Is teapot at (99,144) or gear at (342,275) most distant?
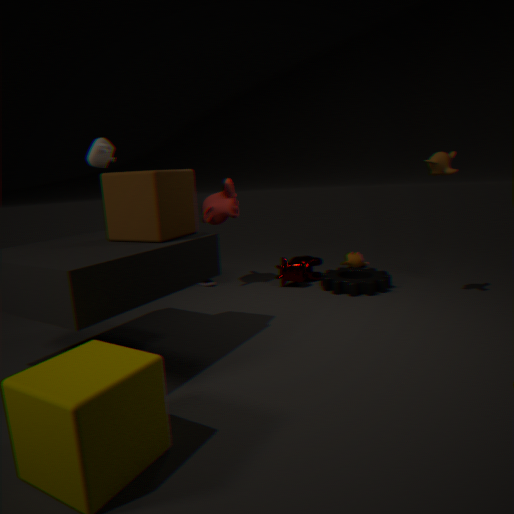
gear at (342,275)
